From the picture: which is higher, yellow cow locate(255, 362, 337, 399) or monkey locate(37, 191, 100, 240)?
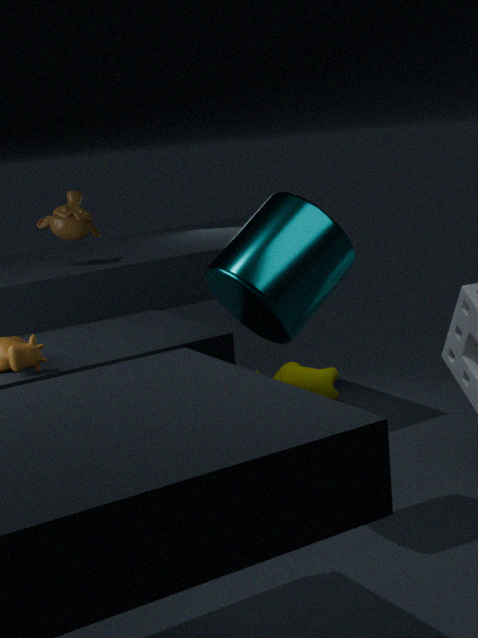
monkey locate(37, 191, 100, 240)
